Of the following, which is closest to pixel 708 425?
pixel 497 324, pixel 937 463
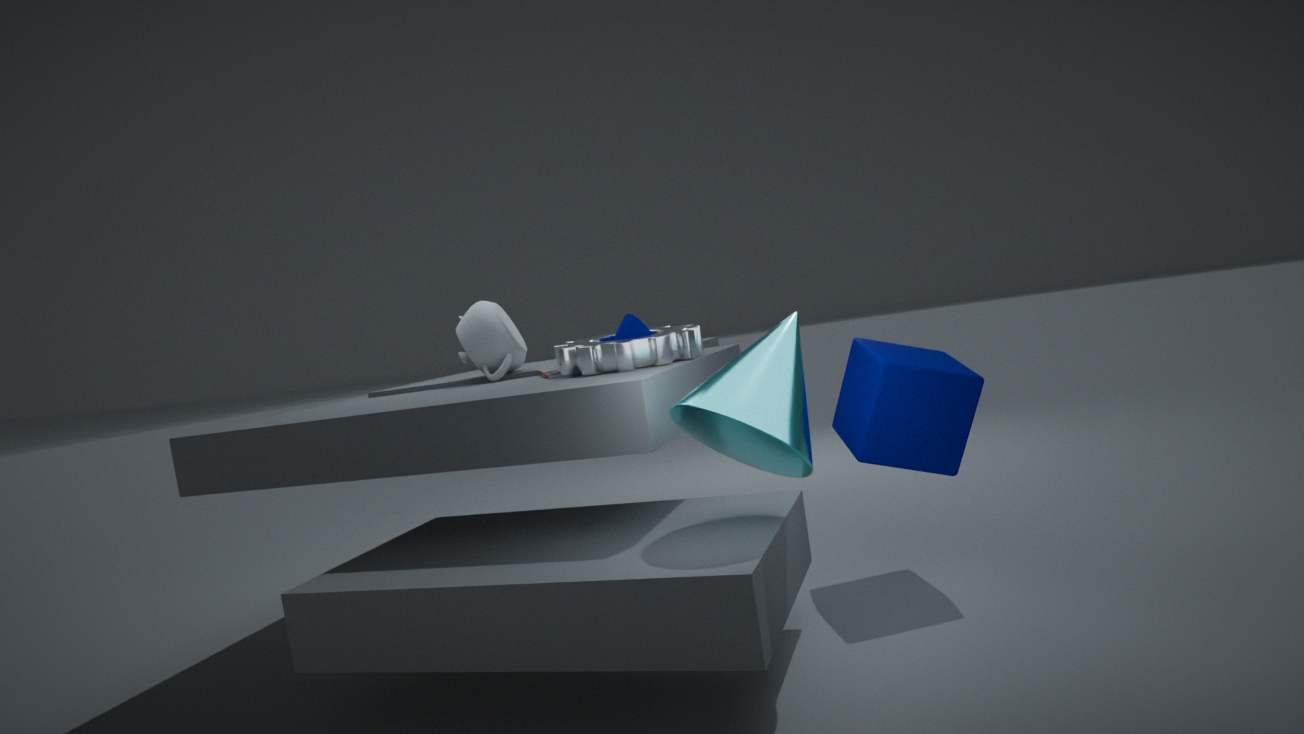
pixel 937 463
